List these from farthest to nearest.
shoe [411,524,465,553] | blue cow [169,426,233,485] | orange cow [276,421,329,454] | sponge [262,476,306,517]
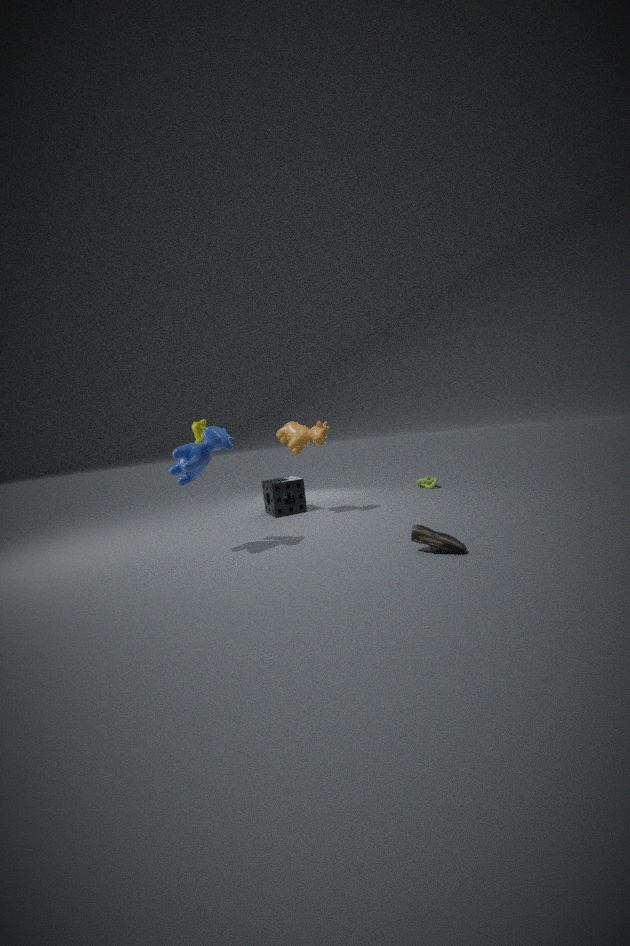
1. sponge [262,476,306,517]
2. orange cow [276,421,329,454]
3. blue cow [169,426,233,485]
4. shoe [411,524,465,553]
